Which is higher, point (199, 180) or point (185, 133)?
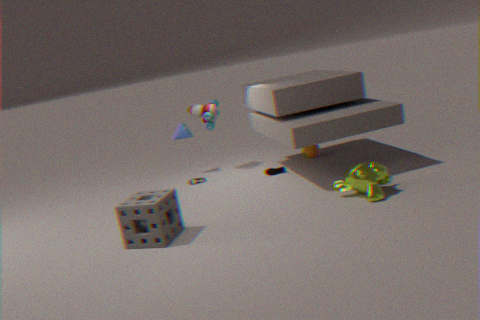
point (185, 133)
